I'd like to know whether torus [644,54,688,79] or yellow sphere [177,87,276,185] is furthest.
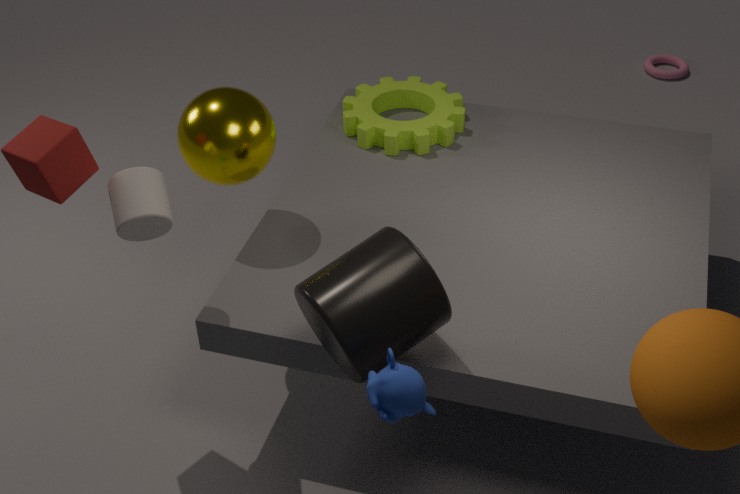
torus [644,54,688,79]
